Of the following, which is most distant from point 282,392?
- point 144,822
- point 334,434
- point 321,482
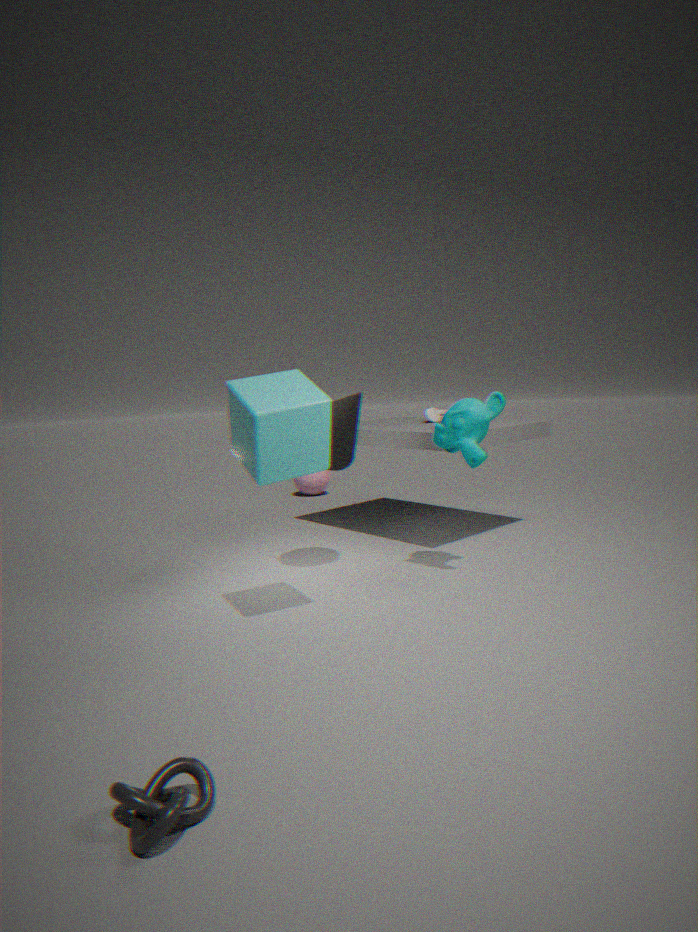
point 321,482
